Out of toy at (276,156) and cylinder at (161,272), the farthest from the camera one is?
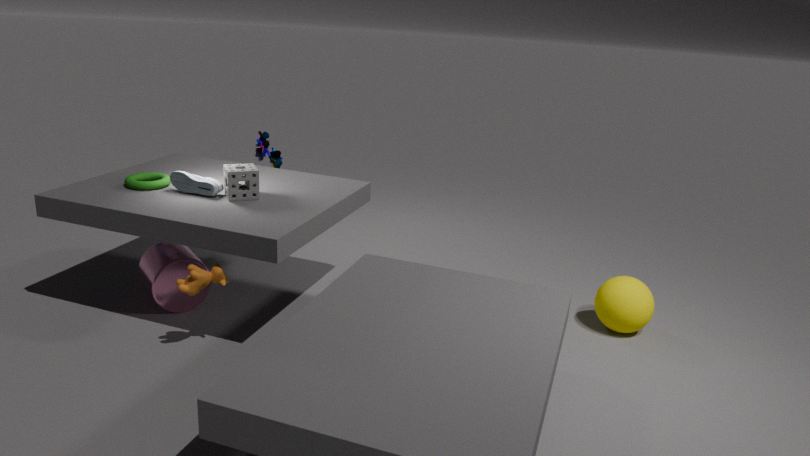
toy at (276,156)
